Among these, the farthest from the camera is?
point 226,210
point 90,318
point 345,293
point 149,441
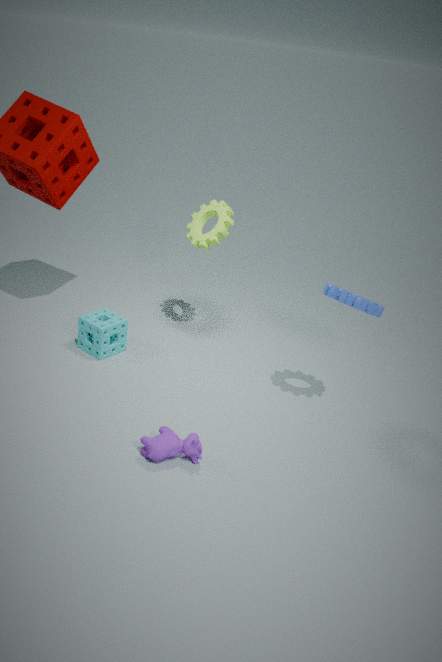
point 226,210
